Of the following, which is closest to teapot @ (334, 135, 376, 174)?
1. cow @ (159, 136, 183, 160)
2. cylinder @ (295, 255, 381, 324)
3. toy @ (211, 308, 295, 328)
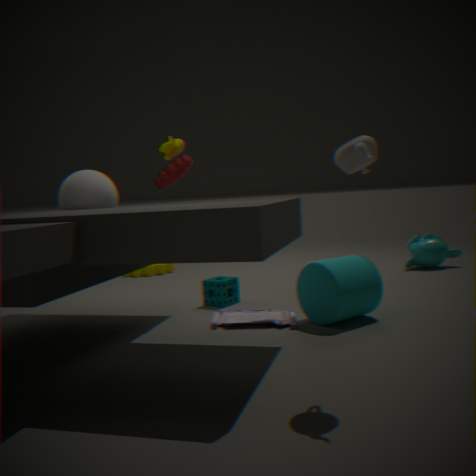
cylinder @ (295, 255, 381, 324)
